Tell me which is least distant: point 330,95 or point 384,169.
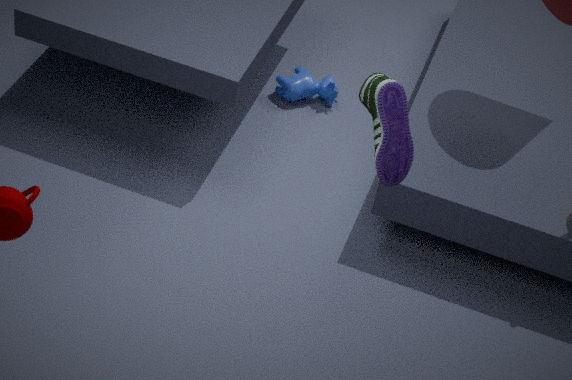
point 384,169
